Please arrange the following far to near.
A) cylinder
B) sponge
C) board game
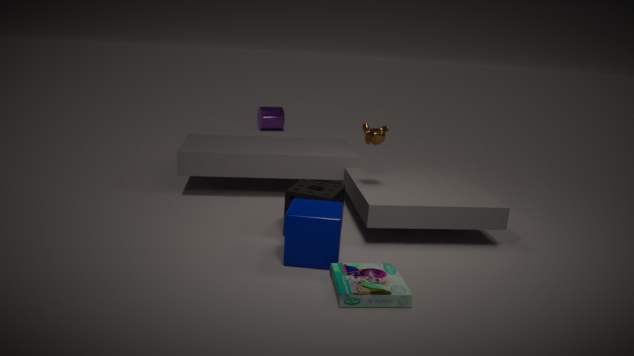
cylinder < sponge < board game
